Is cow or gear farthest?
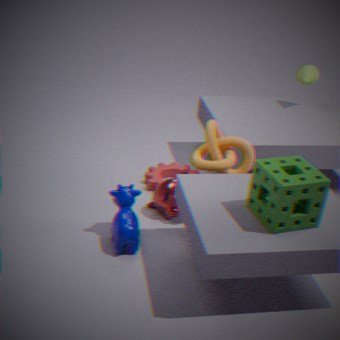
gear
